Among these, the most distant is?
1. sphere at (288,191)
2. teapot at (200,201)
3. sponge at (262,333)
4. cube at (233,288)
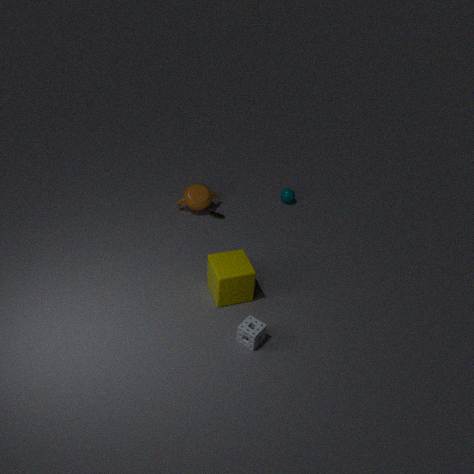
sphere at (288,191)
